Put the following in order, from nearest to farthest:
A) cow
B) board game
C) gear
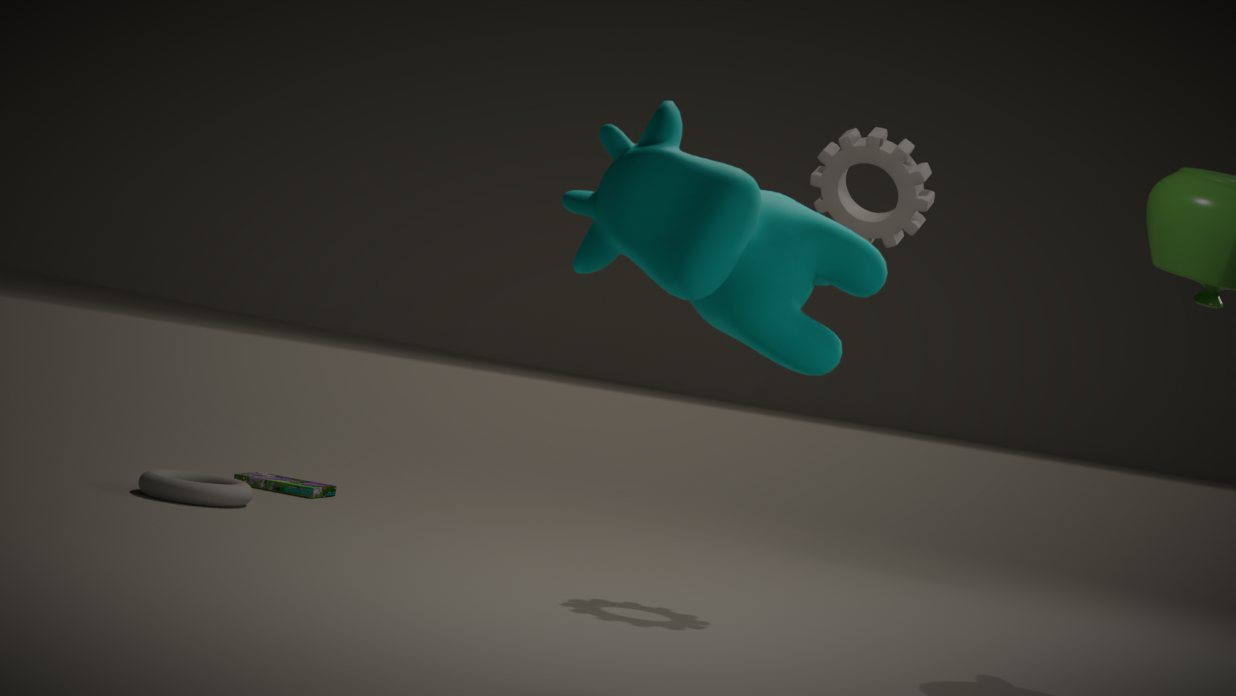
cow
gear
board game
